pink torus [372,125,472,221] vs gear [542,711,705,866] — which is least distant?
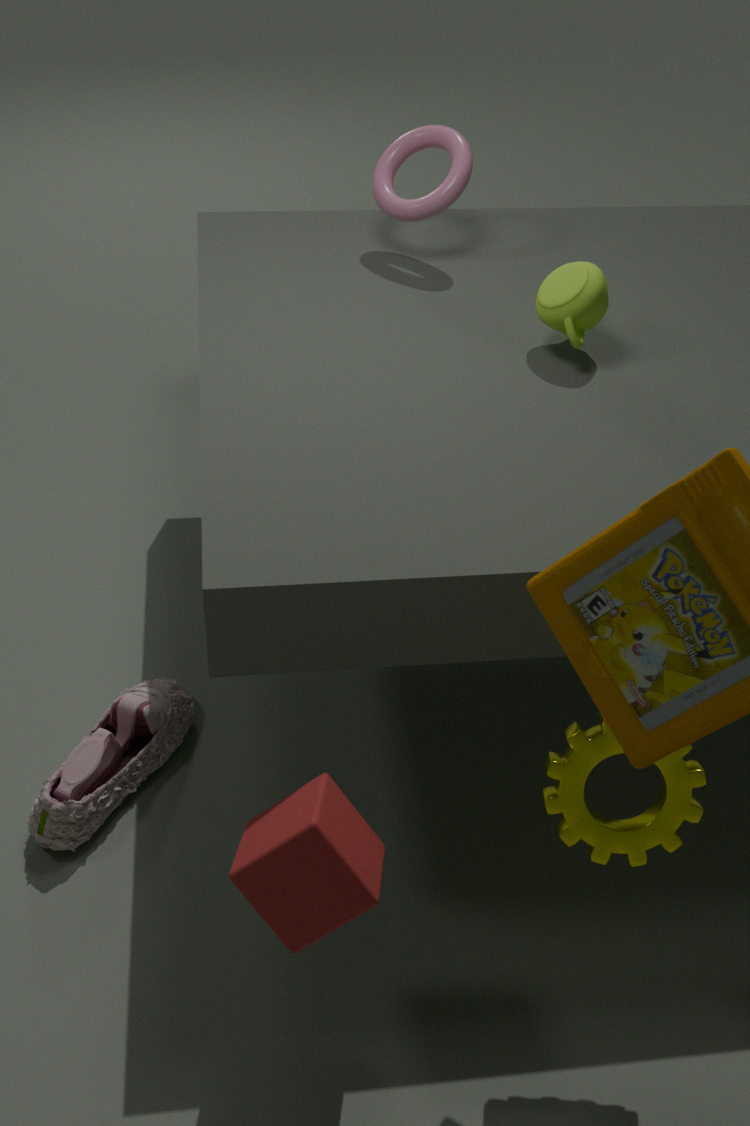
gear [542,711,705,866]
